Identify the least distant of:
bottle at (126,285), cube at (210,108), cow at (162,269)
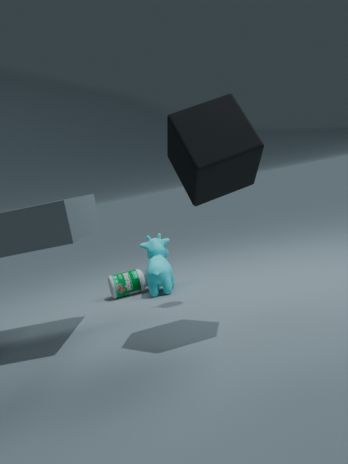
cube at (210,108)
